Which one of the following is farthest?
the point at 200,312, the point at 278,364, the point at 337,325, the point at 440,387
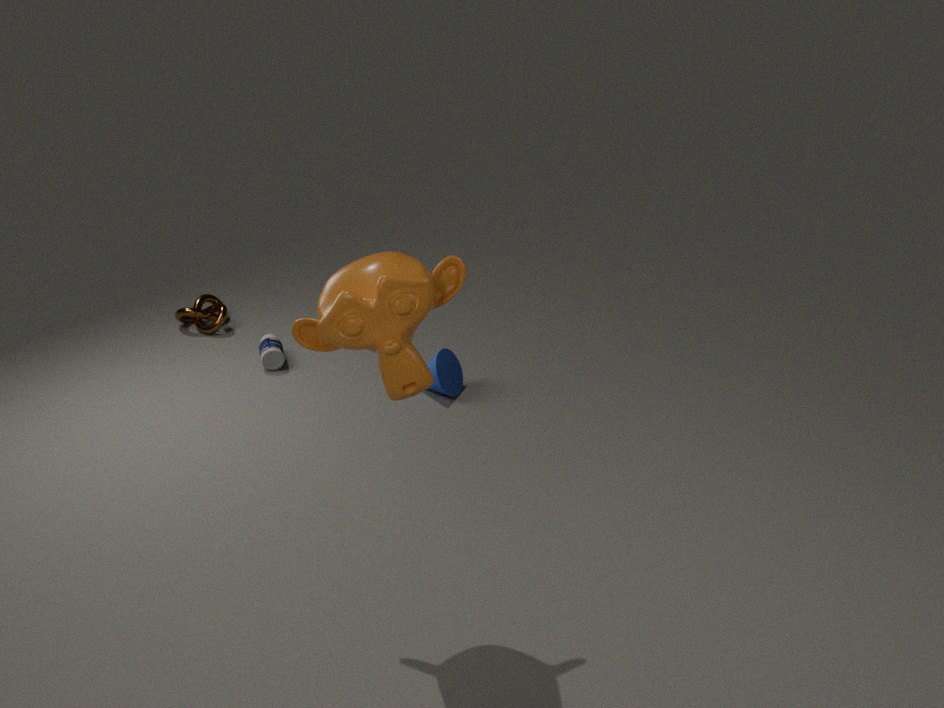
the point at 200,312
